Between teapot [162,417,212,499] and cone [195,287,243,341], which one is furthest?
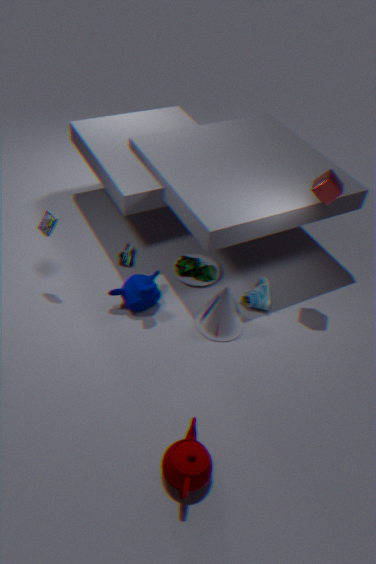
cone [195,287,243,341]
